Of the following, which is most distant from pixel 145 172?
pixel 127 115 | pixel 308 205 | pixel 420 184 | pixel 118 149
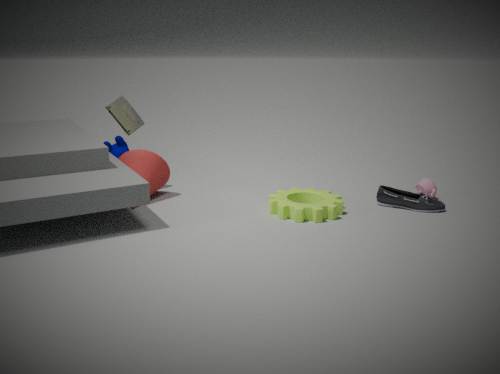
pixel 420 184
